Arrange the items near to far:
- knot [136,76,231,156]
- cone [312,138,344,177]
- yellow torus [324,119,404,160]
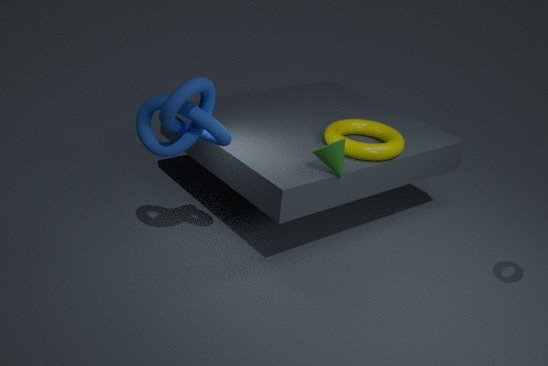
knot [136,76,231,156] → cone [312,138,344,177] → yellow torus [324,119,404,160]
